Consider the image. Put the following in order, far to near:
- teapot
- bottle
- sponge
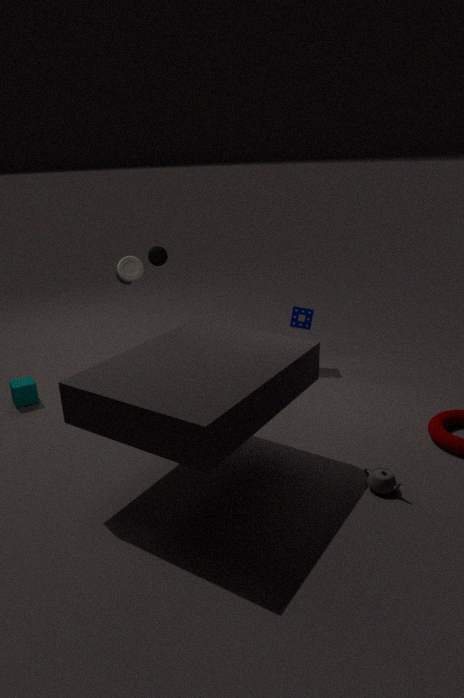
1. sponge
2. bottle
3. teapot
